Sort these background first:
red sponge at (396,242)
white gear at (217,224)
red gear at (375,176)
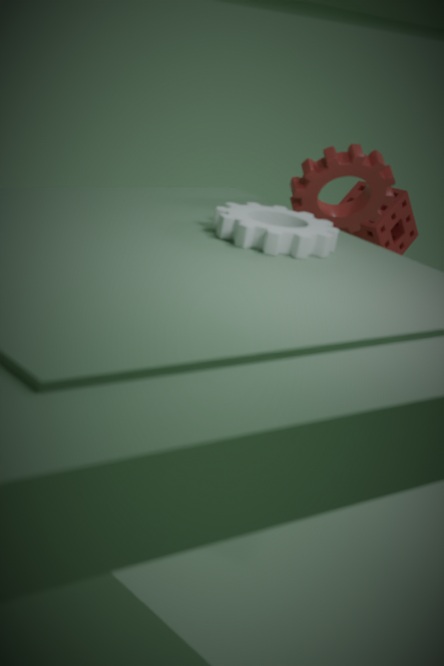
red sponge at (396,242)
red gear at (375,176)
white gear at (217,224)
